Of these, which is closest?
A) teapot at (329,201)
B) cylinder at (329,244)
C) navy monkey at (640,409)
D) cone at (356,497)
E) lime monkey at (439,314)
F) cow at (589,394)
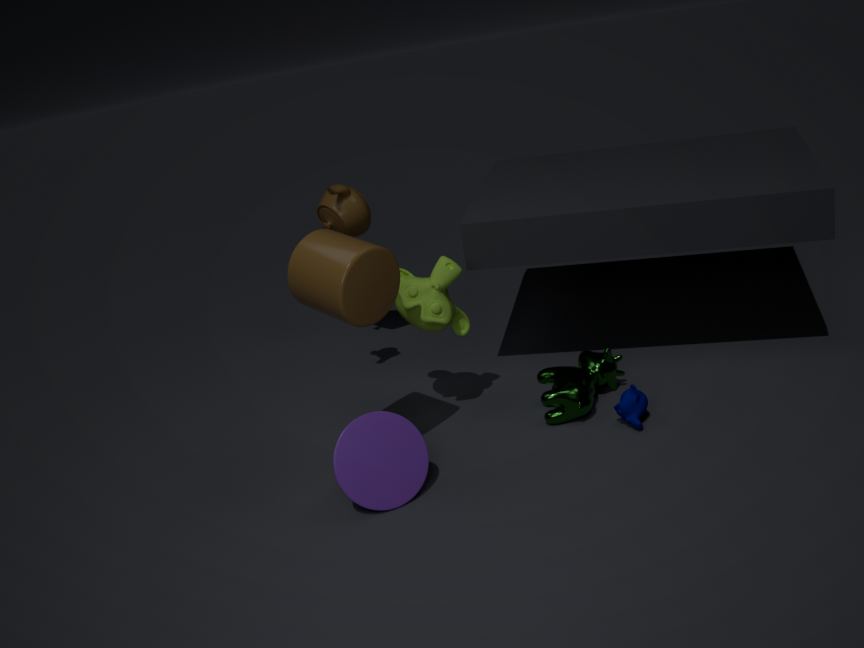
cylinder at (329,244)
